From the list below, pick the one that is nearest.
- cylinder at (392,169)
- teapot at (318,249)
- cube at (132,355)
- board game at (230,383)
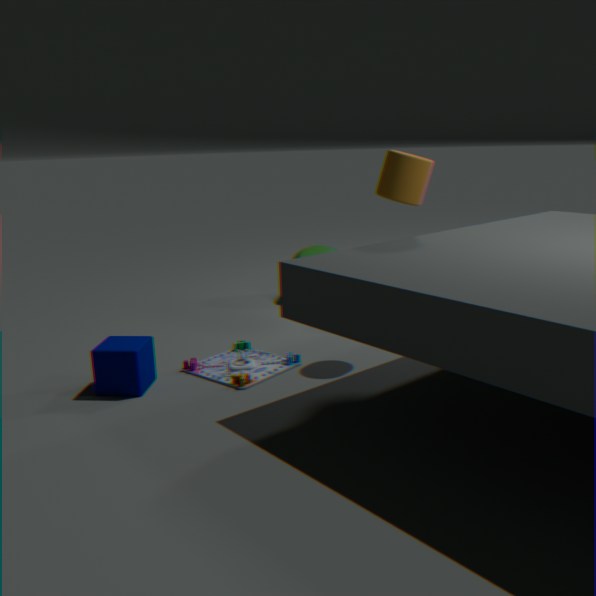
cube at (132,355)
